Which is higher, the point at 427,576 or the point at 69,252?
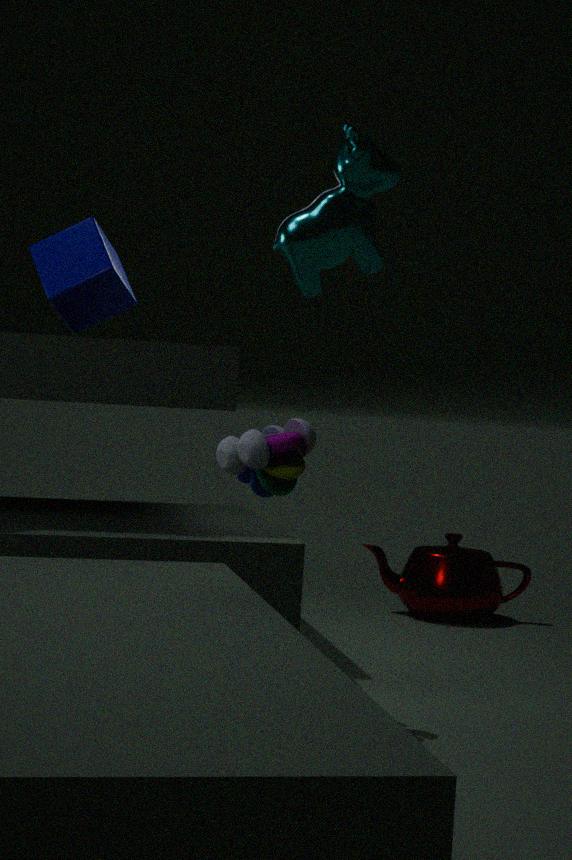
the point at 69,252
